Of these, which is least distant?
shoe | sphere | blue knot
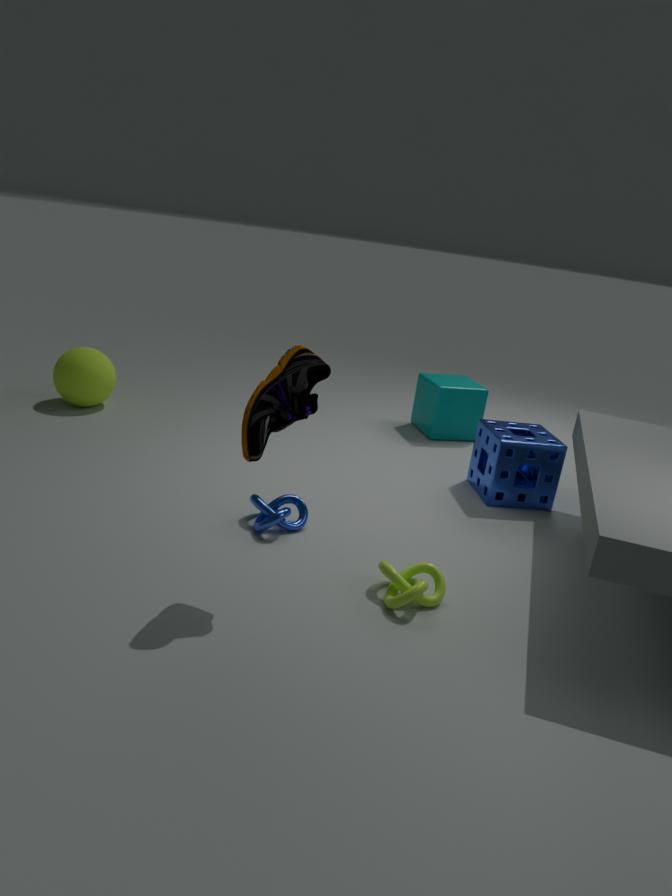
shoe
